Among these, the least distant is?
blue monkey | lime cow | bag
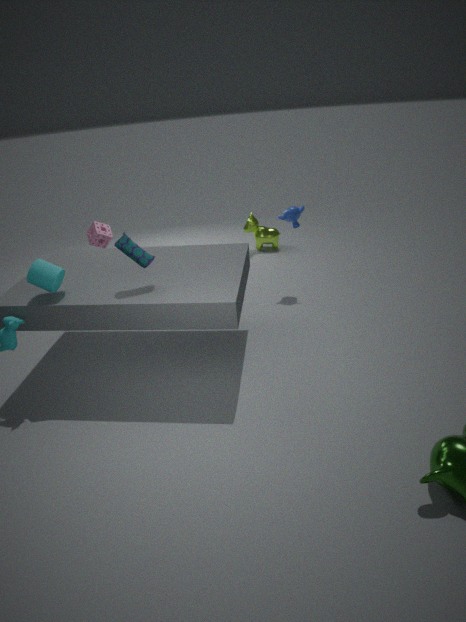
bag
